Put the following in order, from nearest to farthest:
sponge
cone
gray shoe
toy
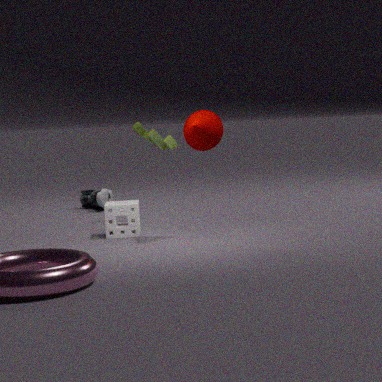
cone → sponge → toy → gray shoe
